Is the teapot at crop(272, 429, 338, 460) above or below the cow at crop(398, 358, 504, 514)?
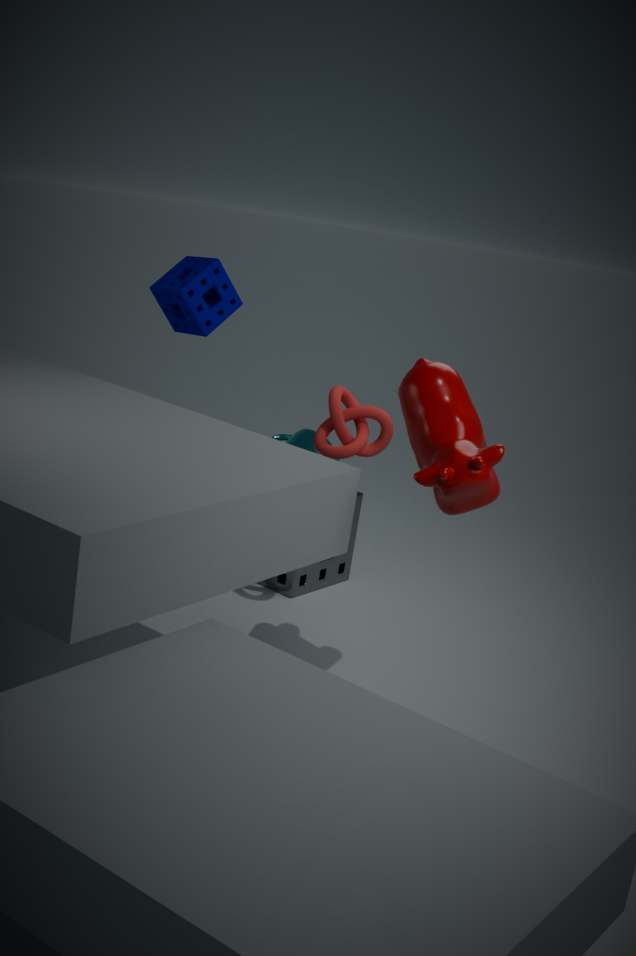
below
